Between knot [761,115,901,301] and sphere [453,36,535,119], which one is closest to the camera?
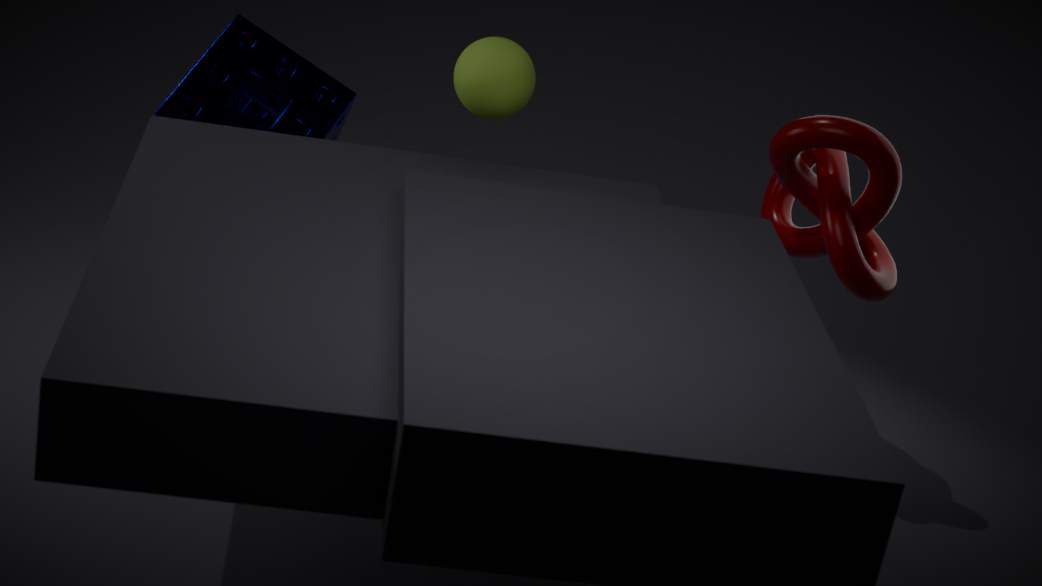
sphere [453,36,535,119]
